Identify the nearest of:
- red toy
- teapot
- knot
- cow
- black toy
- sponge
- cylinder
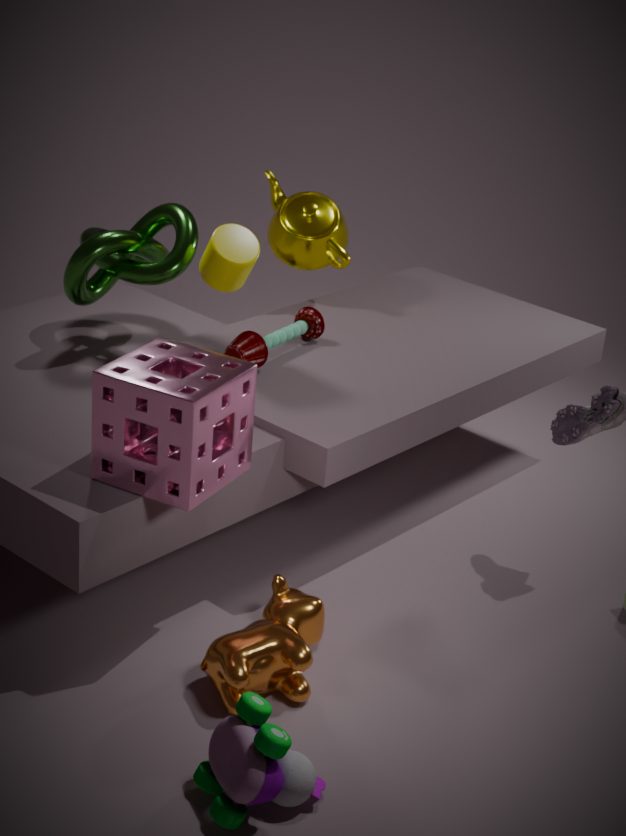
black toy
